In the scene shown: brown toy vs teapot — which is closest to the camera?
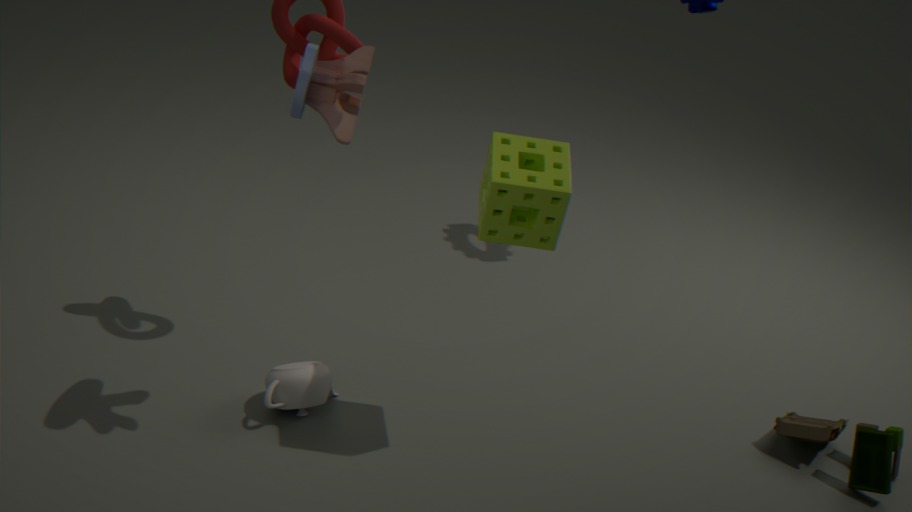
brown toy
